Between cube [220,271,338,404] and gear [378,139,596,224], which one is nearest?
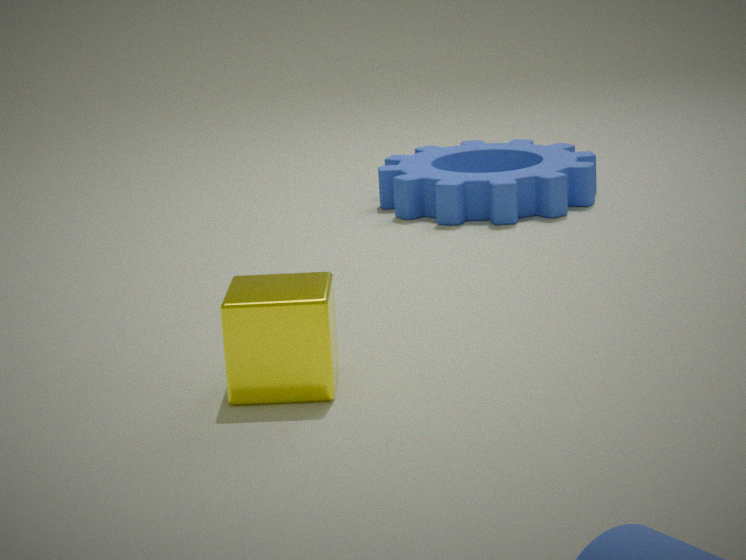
cube [220,271,338,404]
